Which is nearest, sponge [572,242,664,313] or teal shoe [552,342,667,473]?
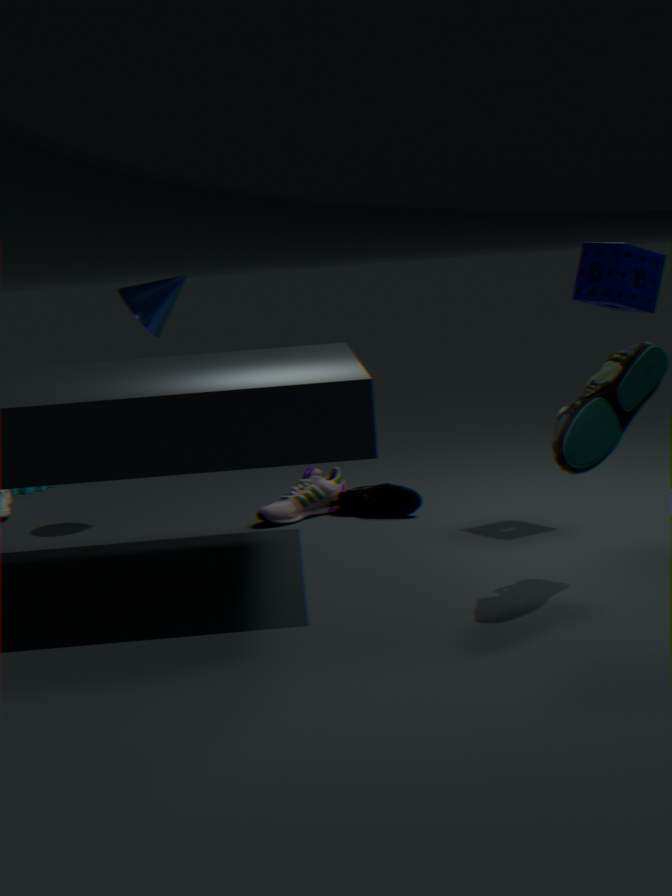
teal shoe [552,342,667,473]
